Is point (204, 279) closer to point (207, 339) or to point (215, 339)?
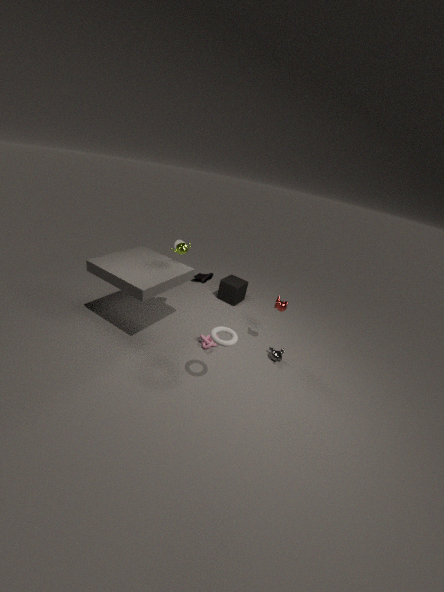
point (207, 339)
